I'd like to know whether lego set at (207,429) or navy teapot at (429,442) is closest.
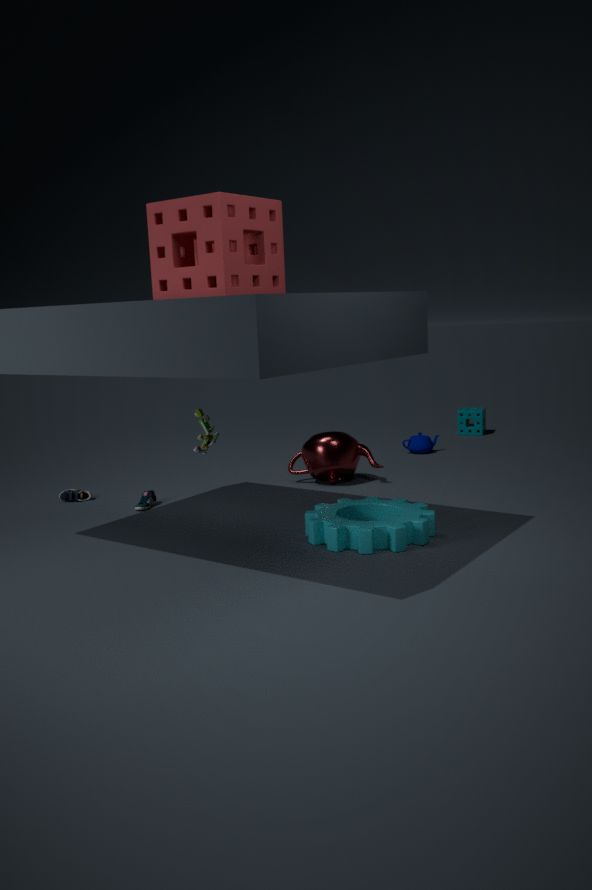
lego set at (207,429)
